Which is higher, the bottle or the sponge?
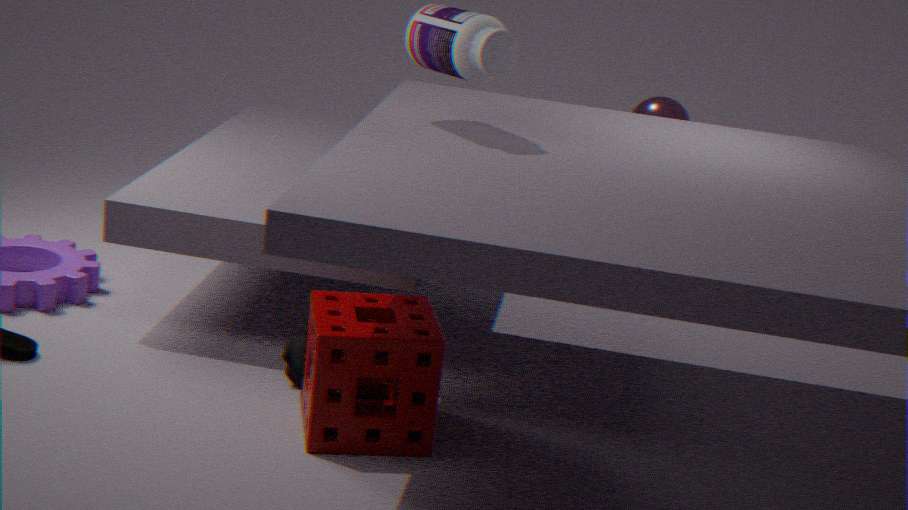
the bottle
